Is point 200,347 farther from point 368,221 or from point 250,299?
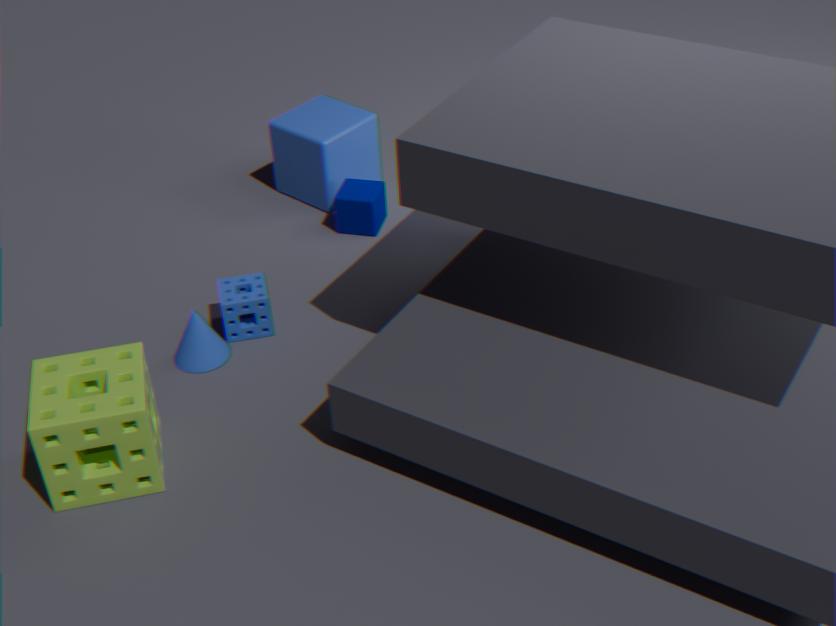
point 368,221
